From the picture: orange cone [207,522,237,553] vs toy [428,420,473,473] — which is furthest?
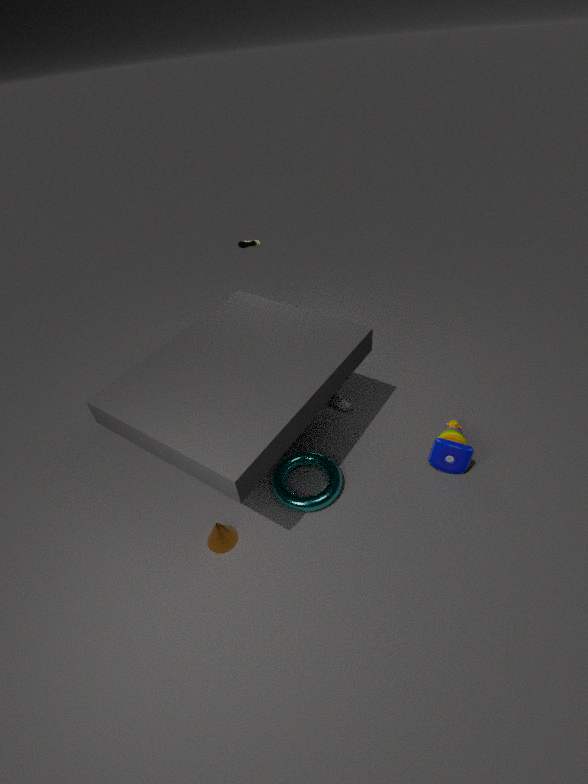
toy [428,420,473,473]
